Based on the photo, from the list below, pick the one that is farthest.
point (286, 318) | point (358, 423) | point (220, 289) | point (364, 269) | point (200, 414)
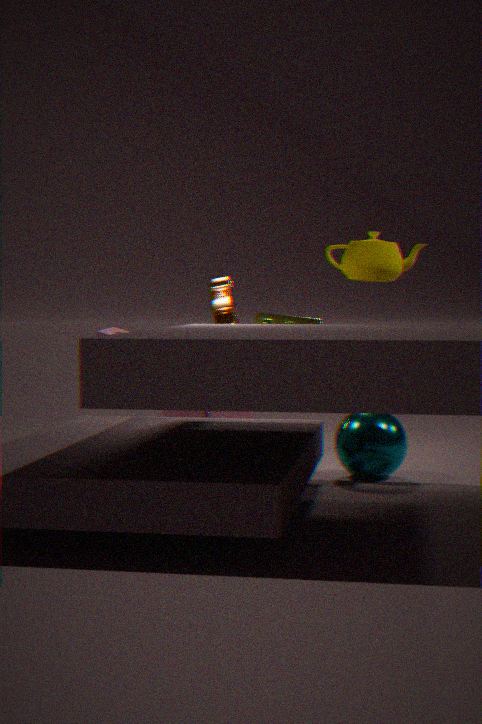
point (286, 318)
